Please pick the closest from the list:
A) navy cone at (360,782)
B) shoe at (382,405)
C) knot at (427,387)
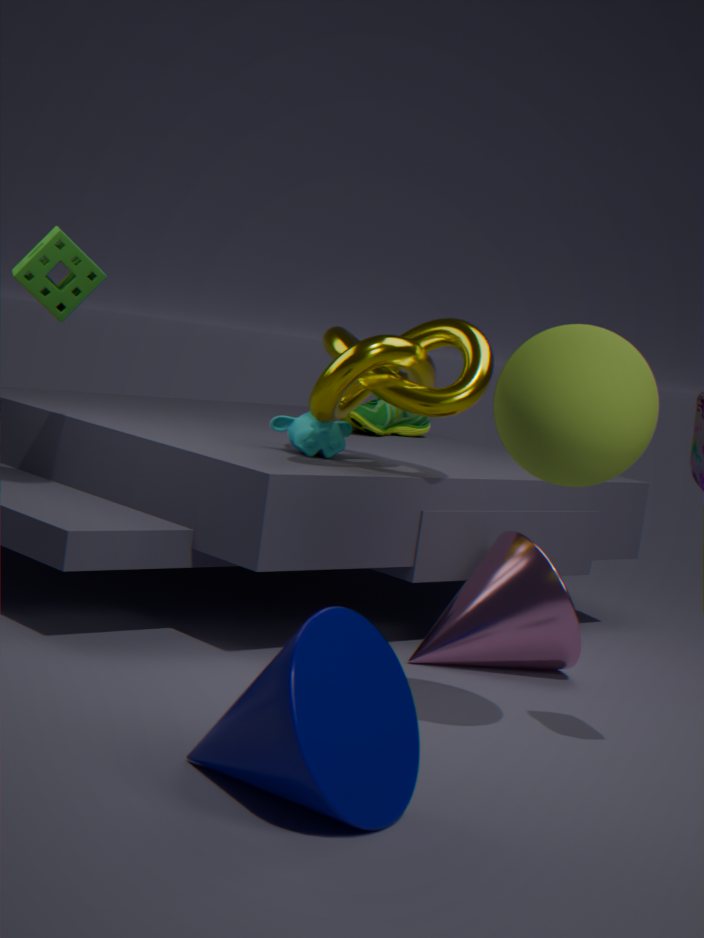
navy cone at (360,782)
